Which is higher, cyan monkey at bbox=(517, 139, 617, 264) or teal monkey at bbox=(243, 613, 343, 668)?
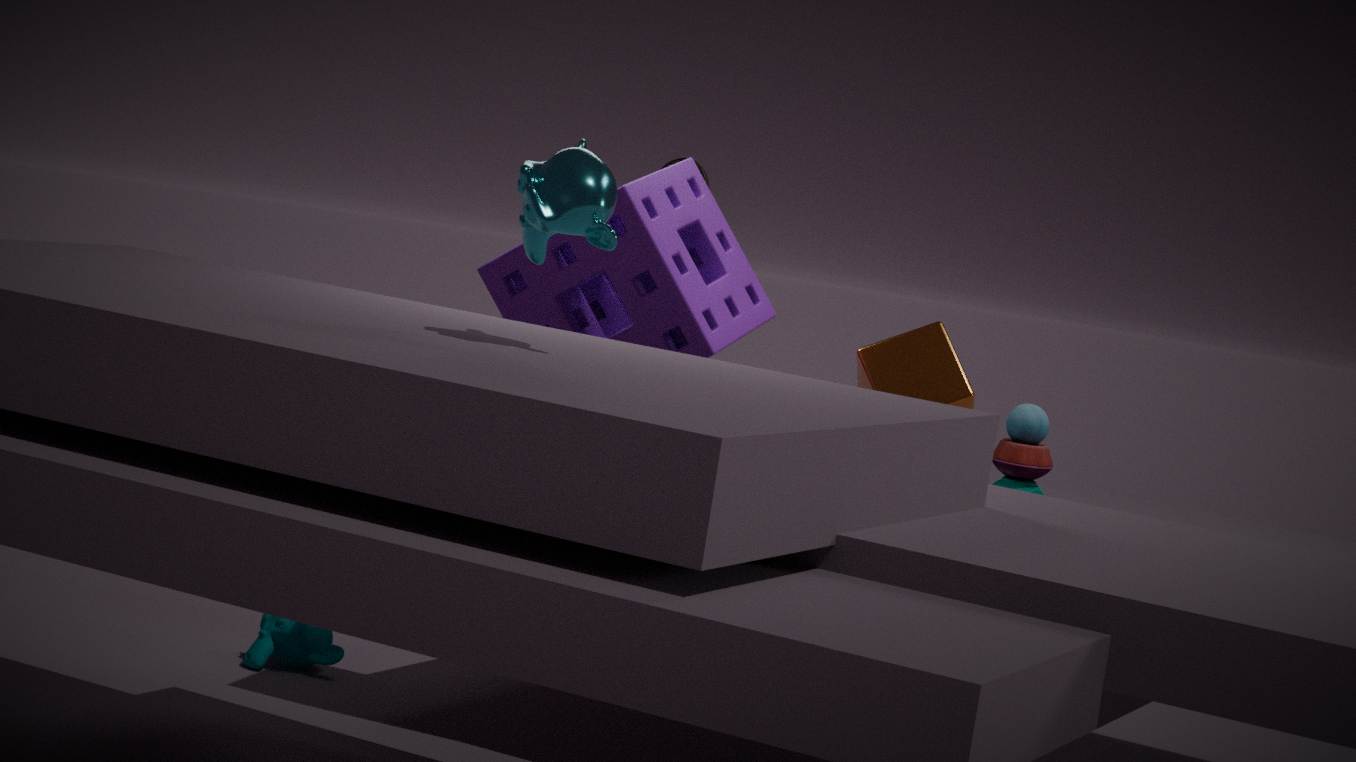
cyan monkey at bbox=(517, 139, 617, 264)
